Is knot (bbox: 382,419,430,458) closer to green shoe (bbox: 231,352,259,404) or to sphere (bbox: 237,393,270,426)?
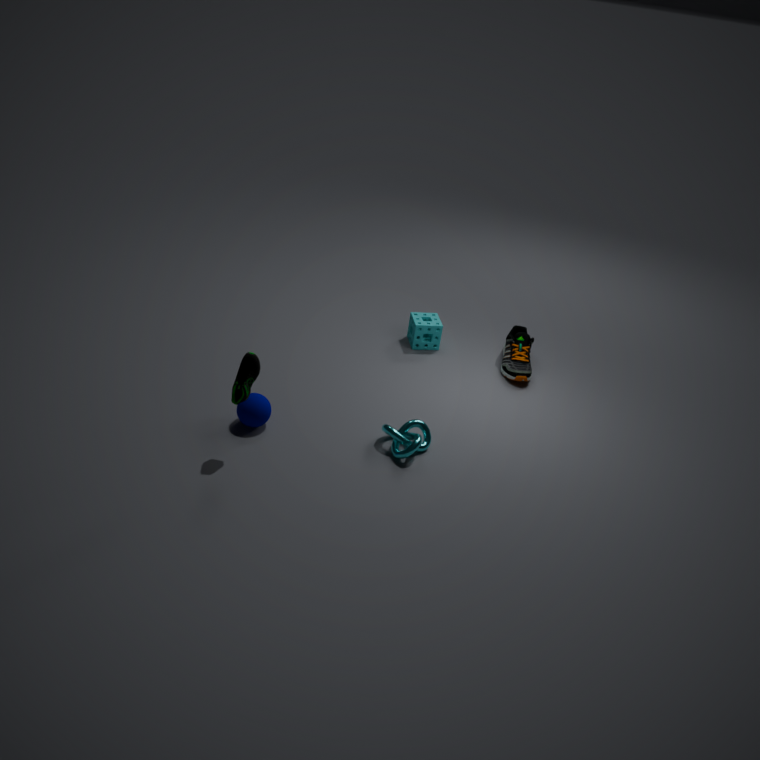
sphere (bbox: 237,393,270,426)
